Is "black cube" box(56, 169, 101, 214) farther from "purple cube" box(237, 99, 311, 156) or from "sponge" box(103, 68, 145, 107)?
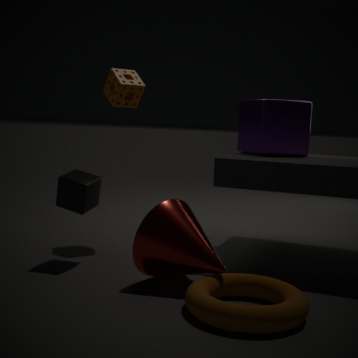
"purple cube" box(237, 99, 311, 156)
